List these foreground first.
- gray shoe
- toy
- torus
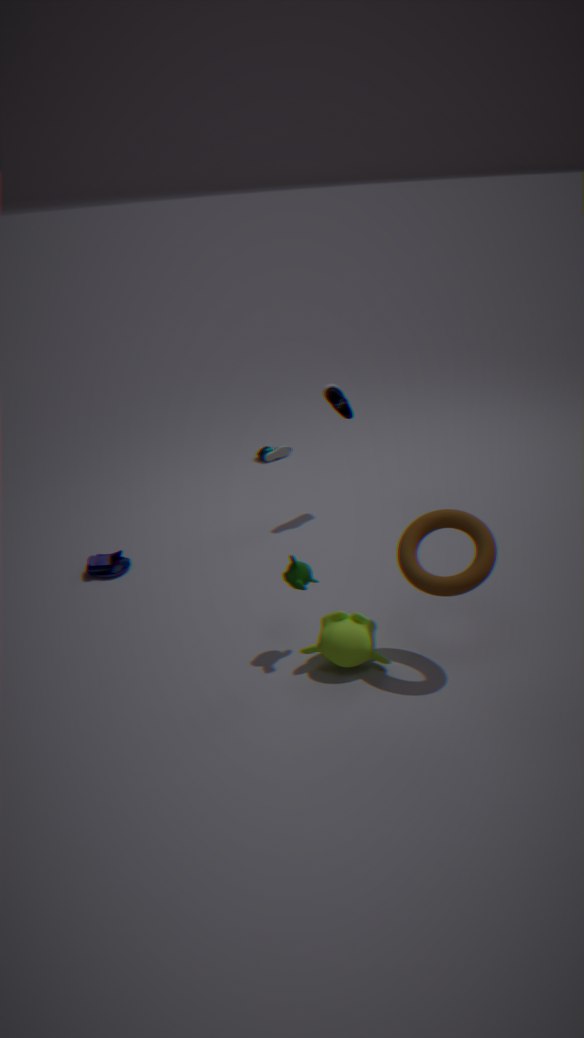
torus → toy → gray shoe
